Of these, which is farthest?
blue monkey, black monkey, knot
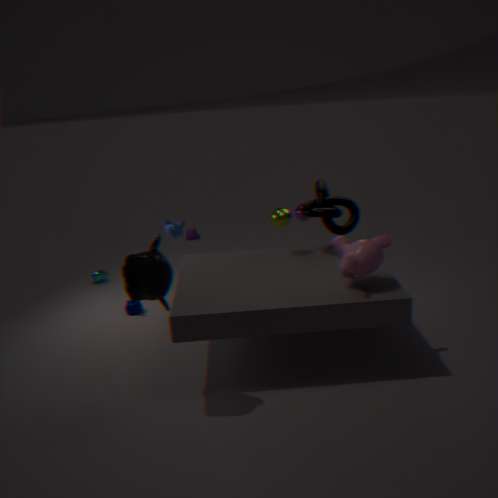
blue monkey
